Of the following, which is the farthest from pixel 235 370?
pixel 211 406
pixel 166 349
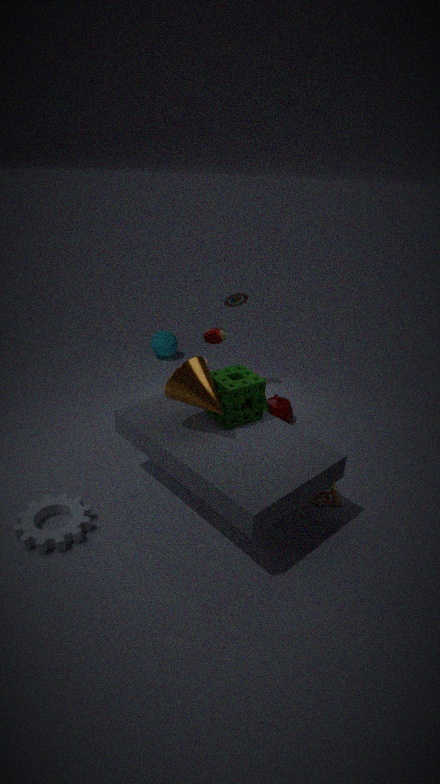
pixel 166 349
